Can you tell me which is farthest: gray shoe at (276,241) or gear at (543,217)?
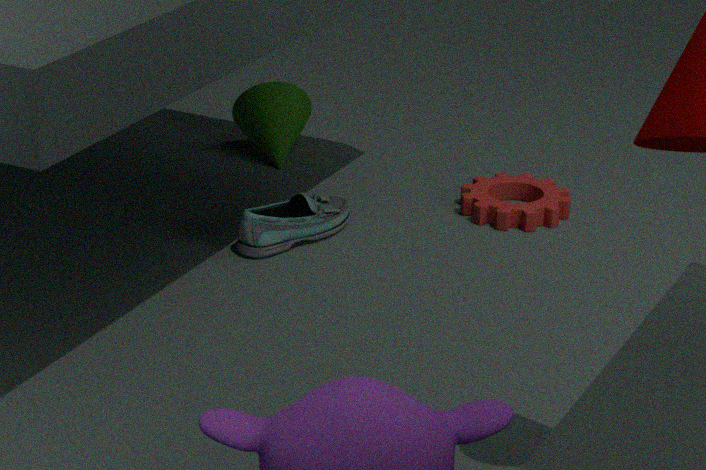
gear at (543,217)
